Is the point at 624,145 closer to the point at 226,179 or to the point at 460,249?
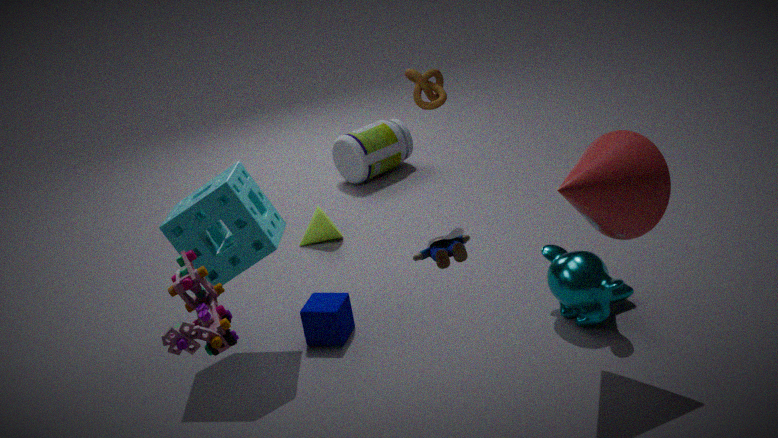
the point at 460,249
